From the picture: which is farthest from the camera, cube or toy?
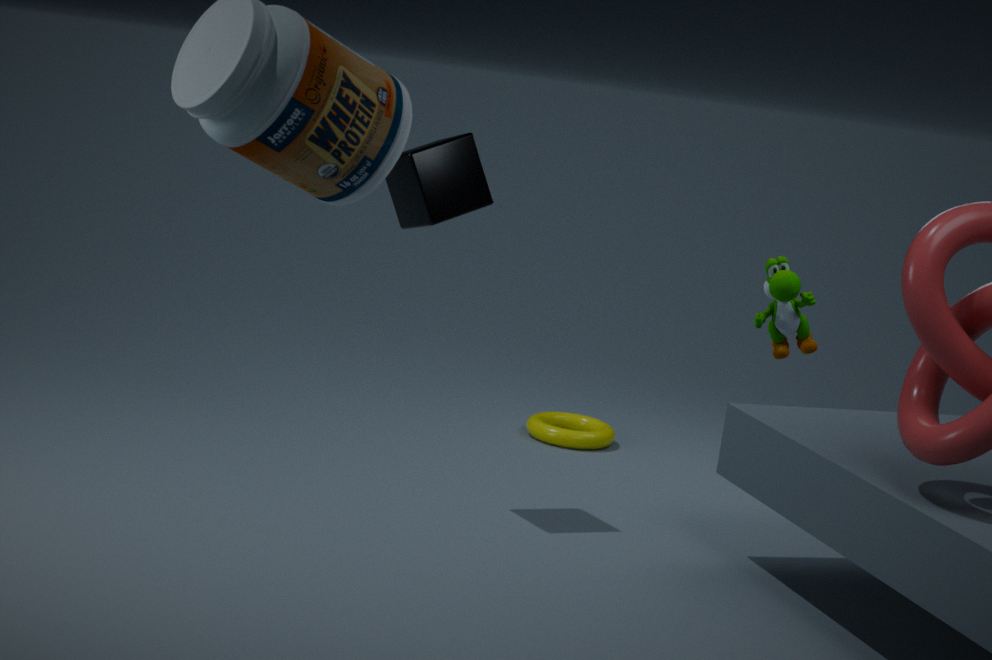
cube
